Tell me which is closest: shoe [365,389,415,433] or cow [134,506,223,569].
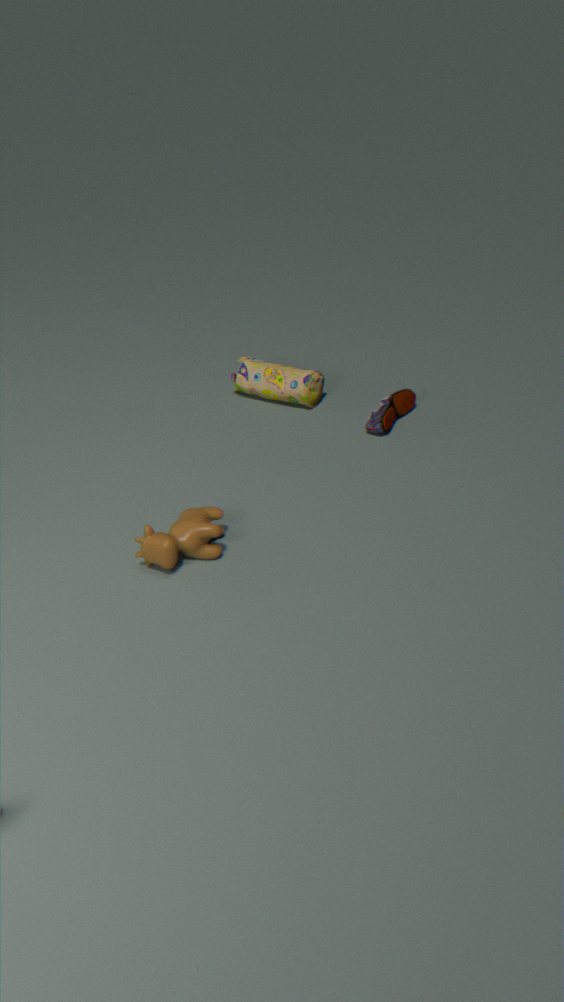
cow [134,506,223,569]
